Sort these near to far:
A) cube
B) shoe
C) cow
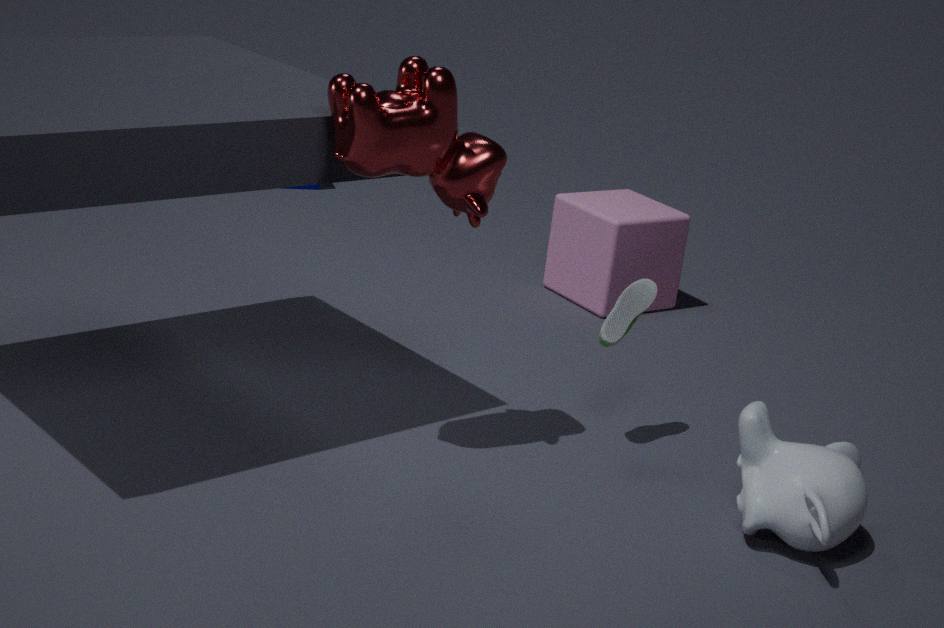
cow < shoe < cube
